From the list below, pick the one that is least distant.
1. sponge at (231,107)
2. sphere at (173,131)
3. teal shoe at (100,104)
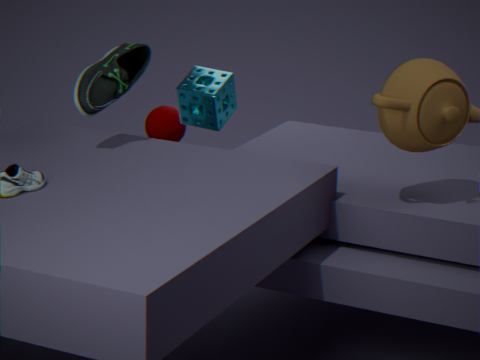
teal shoe at (100,104)
